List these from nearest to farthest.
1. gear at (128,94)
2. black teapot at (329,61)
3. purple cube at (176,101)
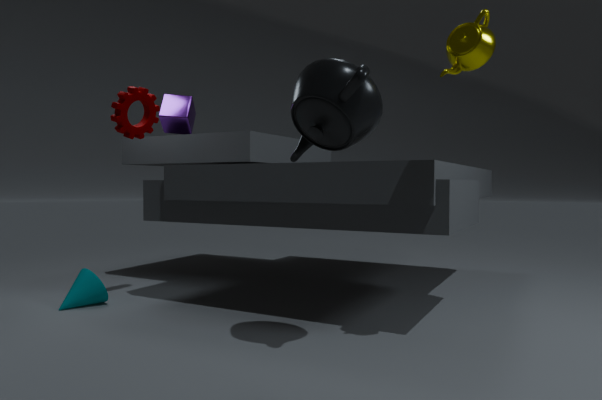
1. black teapot at (329,61)
2. gear at (128,94)
3. purple cube at (176,101)
